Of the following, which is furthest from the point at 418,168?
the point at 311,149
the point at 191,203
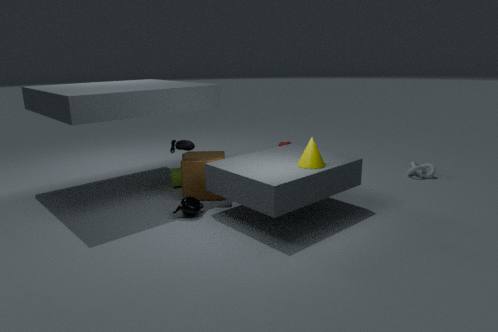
the point at 191,203
